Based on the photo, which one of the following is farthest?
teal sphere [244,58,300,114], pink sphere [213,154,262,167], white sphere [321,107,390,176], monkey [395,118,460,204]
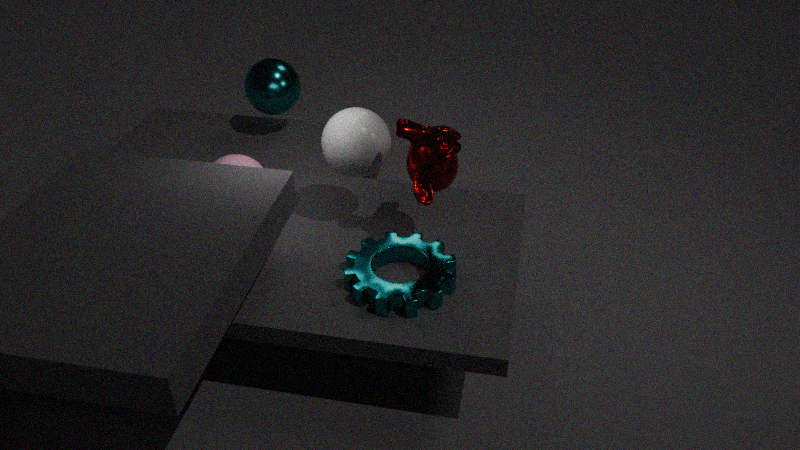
teal sphere [244,58,300,114]
